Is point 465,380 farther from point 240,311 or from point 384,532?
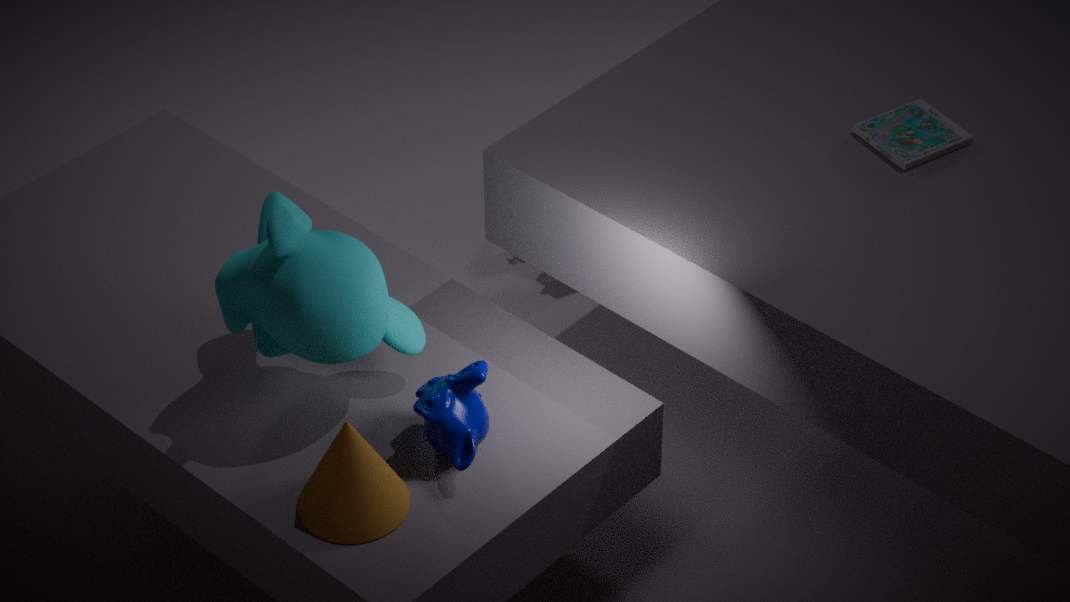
point 240,311
